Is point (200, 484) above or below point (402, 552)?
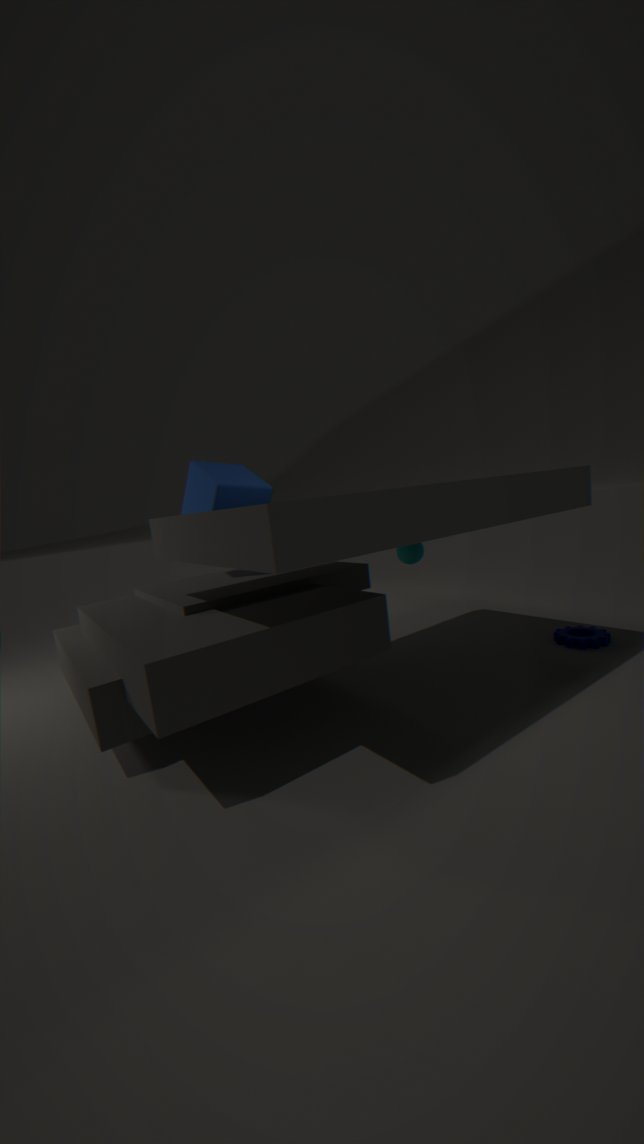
above
